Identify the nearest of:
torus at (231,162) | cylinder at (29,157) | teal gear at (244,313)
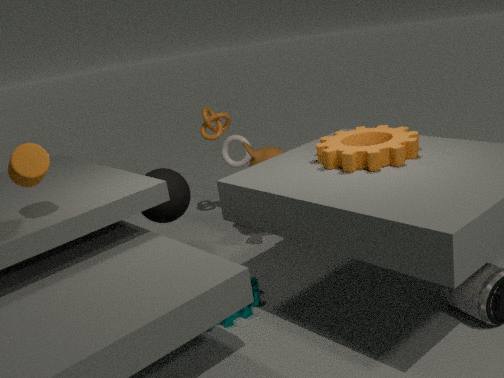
cylinder at (29,157)
